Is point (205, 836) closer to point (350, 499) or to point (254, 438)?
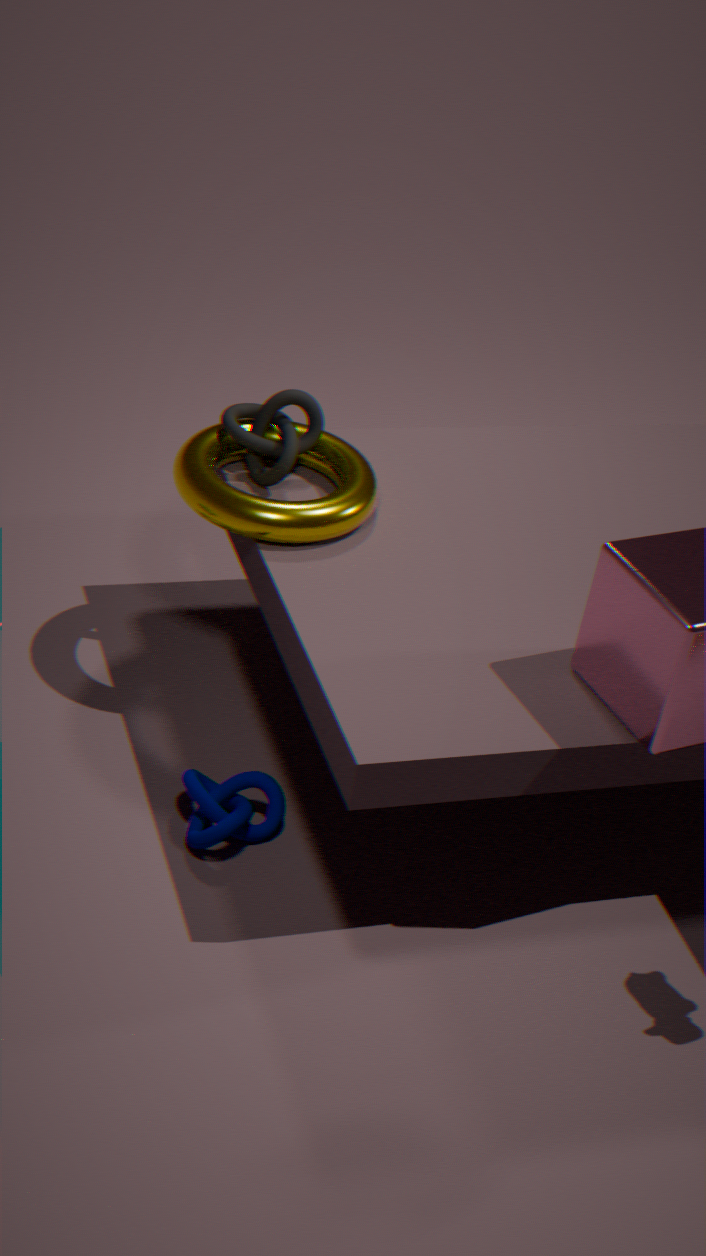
point (350, 499)
